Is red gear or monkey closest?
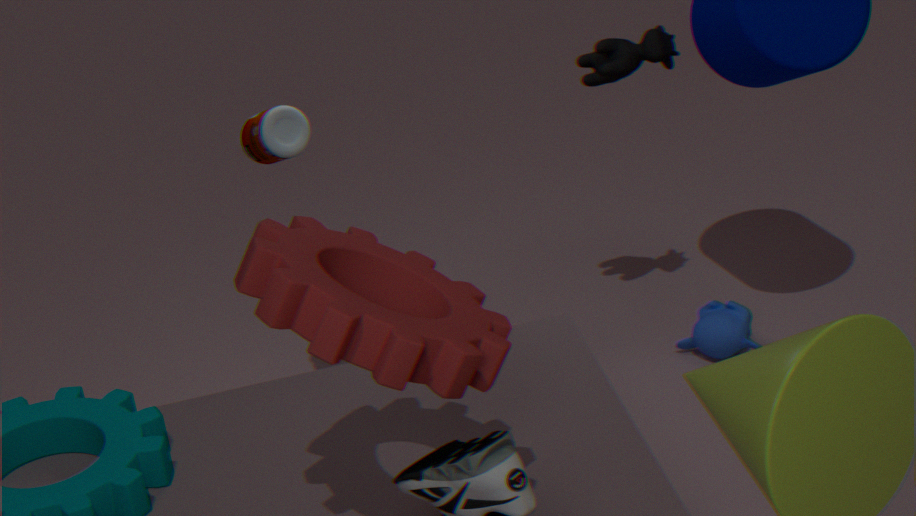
red gear
